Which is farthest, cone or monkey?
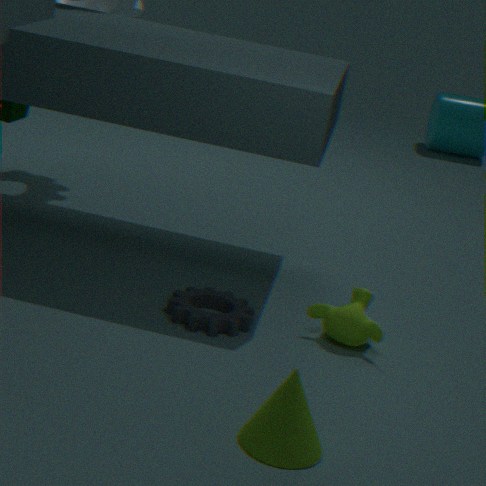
monkey
